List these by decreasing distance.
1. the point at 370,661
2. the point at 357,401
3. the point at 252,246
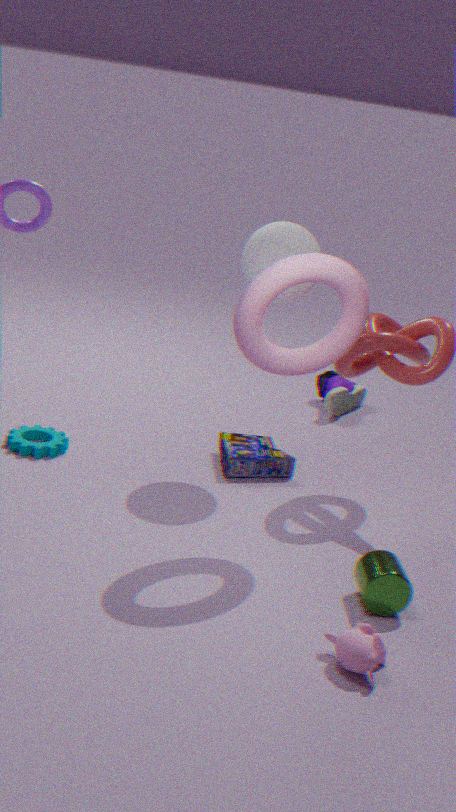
the point at 357,401 < the point at 252,246 < the point at 370,661
